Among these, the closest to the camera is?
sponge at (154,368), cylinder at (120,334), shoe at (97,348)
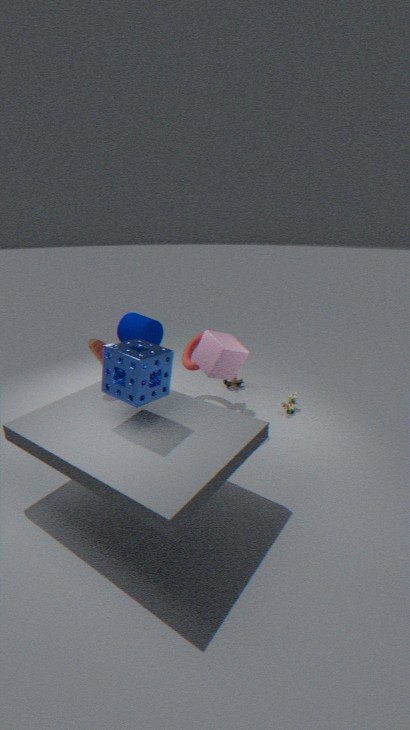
sponge at (154,368)
